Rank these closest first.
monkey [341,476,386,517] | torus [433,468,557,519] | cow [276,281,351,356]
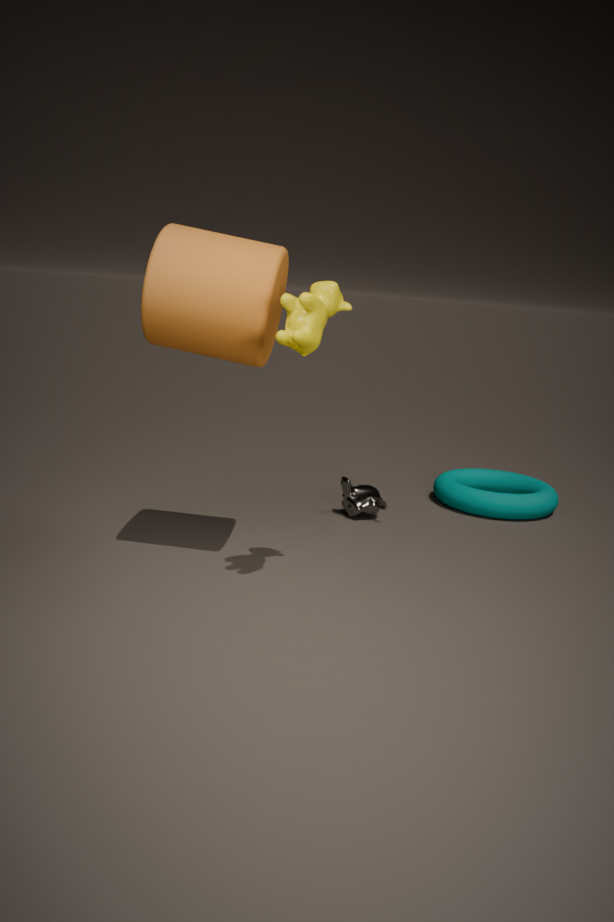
1. cow [276,281,351,356]
2. monkey [341,476,386,517]
3. torus [433,468,557,519]
